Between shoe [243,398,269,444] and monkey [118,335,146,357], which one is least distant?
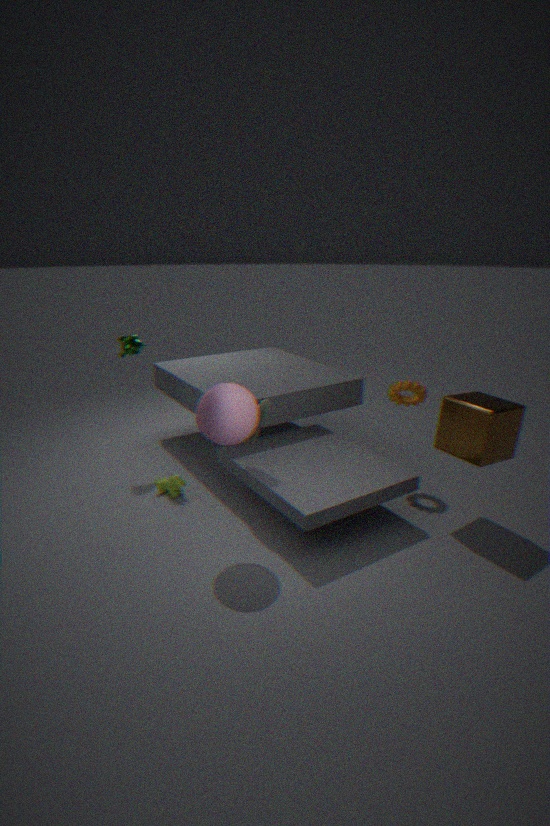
shoe [243,398,269,444]
